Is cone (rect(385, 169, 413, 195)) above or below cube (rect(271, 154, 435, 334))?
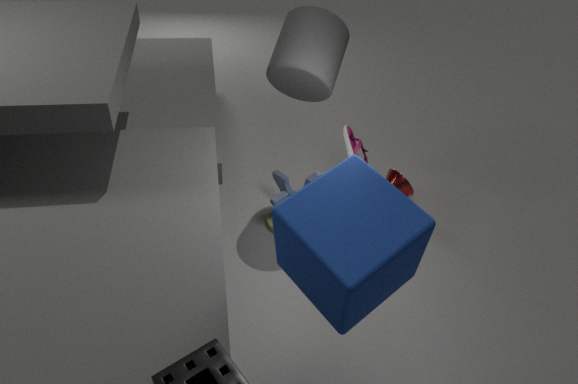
below
